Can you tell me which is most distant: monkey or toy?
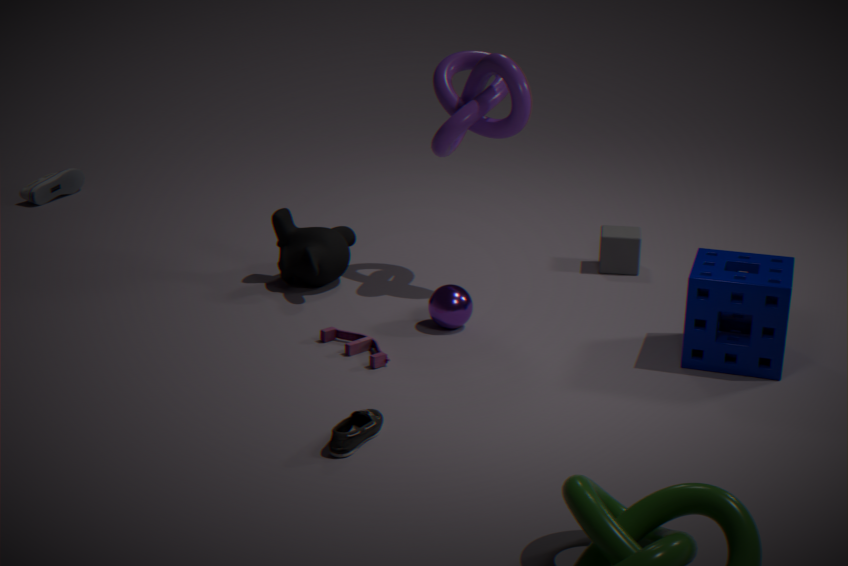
monkey
